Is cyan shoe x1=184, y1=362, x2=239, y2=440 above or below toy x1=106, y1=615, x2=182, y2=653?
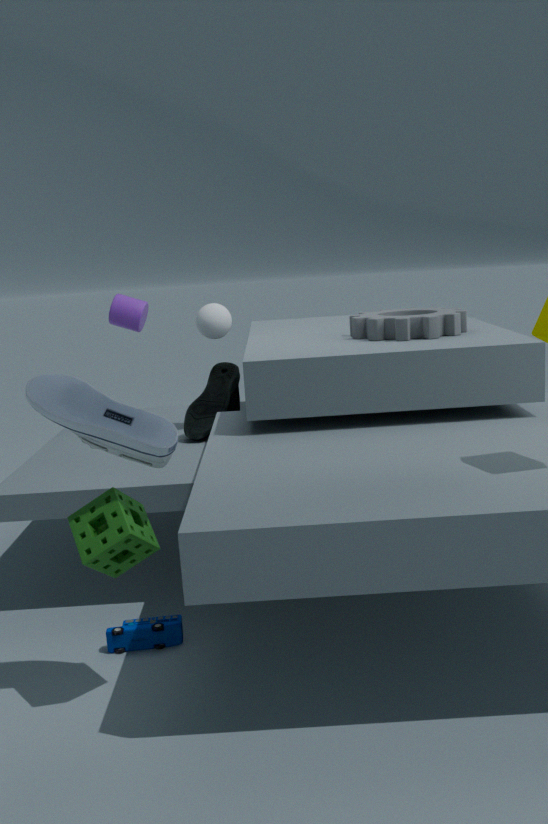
above
